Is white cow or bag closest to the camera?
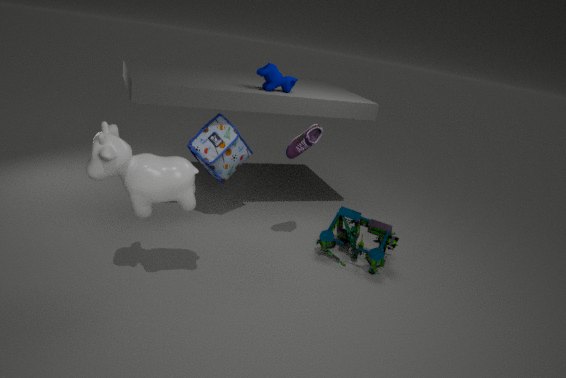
white cow
